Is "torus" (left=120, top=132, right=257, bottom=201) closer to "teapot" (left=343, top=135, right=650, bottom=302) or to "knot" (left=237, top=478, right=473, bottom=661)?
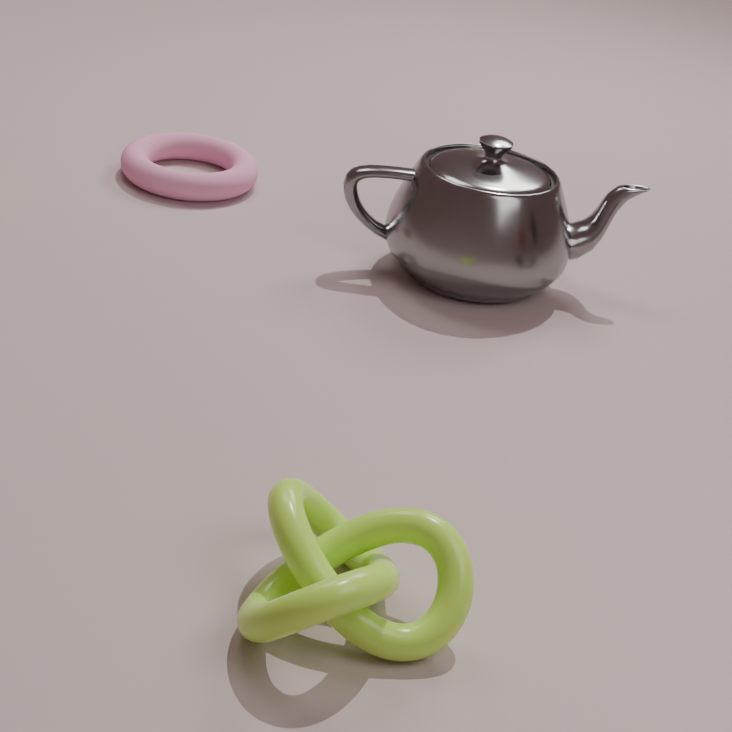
"teapot" (left=343, top=135, right=650, bottom=302)
